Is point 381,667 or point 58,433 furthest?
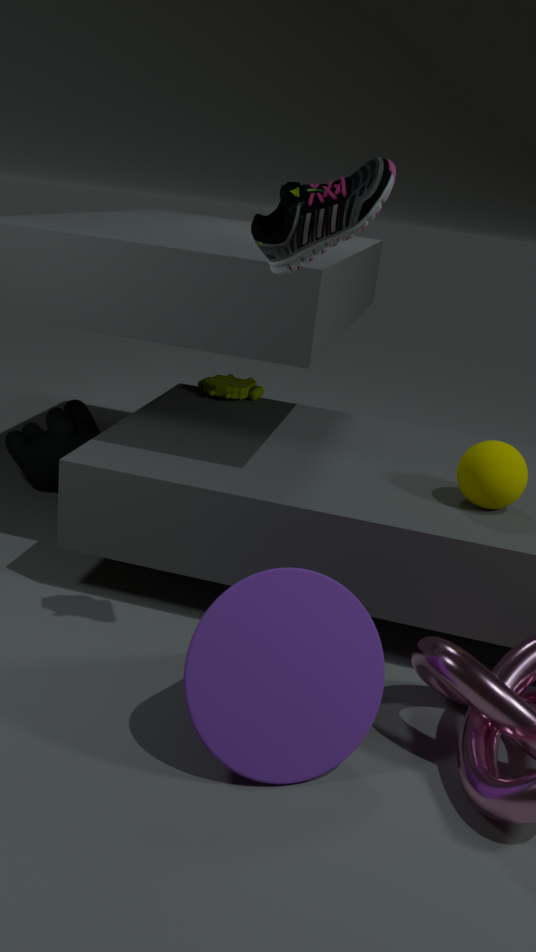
point 58,433
